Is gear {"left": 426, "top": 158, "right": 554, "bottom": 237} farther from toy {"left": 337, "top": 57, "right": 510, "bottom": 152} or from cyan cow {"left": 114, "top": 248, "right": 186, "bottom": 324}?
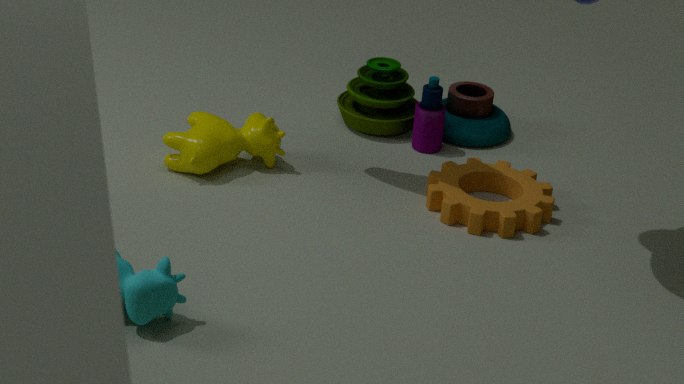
cyan cow {"left": 114, "top": 248, "right": 186, "bottom": 324}
